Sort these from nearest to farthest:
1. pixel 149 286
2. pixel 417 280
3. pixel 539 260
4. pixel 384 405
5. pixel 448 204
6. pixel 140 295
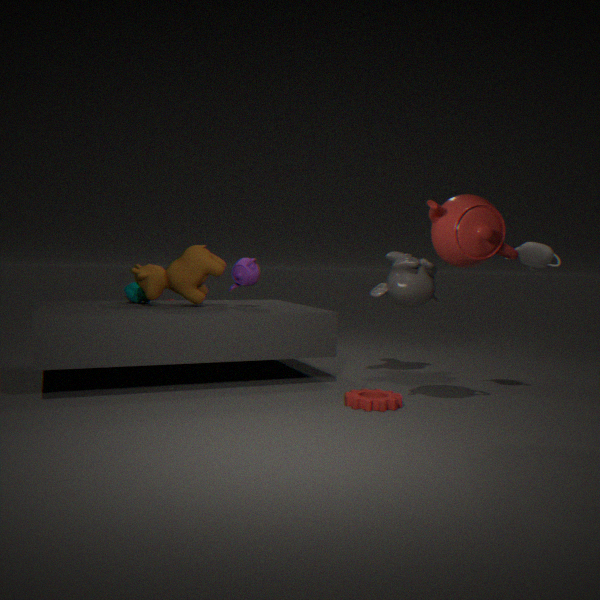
pixel 448 204, pixel 384 405, pixel 539 260, pixel 149 286, pixel 417 280, pixel 140 295
